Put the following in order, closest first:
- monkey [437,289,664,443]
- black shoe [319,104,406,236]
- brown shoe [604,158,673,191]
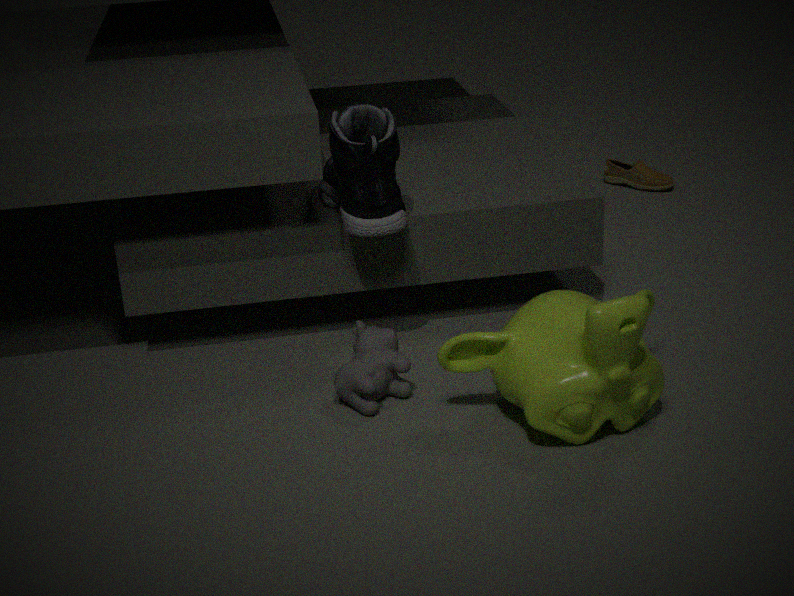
monkey [437,289,664,443] < black shoe [319,104,406,236] < brown shoe [604,158,673,191]
